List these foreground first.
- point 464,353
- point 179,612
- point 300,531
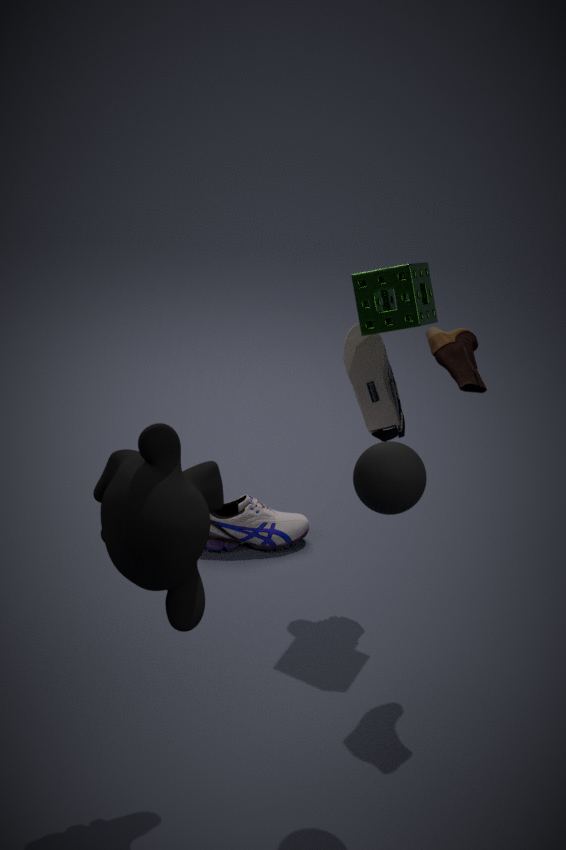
point 179,612 → point 464,353 → point 300,531
